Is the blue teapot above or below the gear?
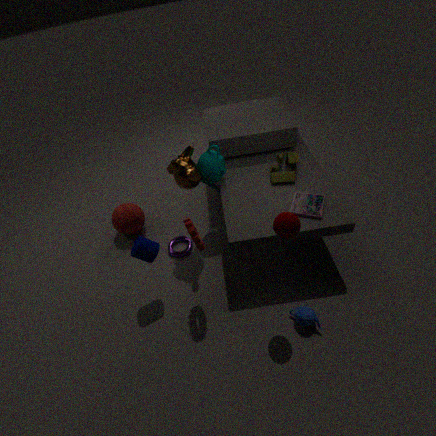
below
